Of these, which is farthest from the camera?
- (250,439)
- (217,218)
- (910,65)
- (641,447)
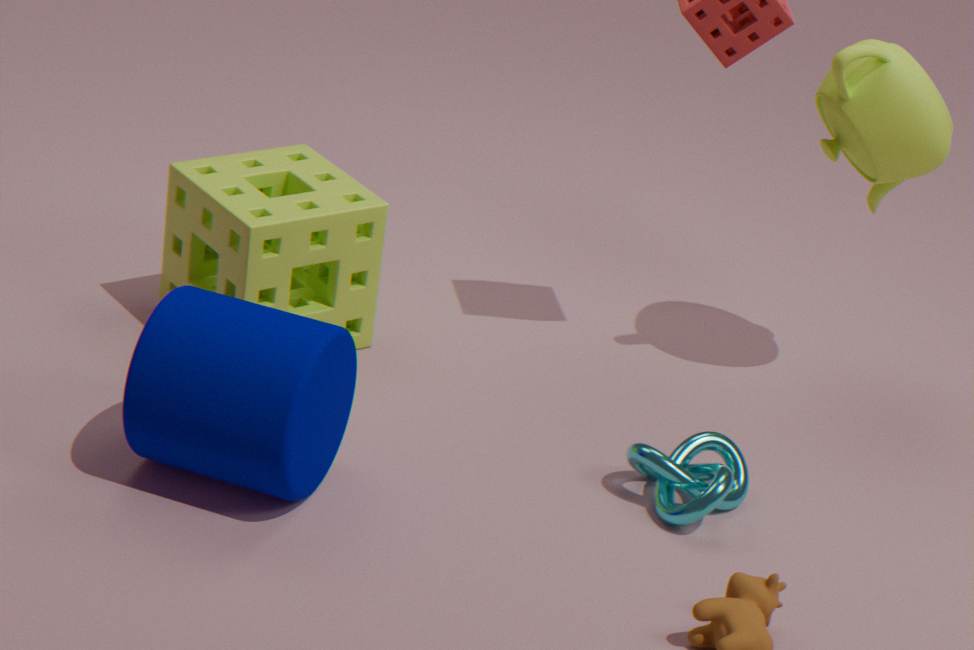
(910,65)
